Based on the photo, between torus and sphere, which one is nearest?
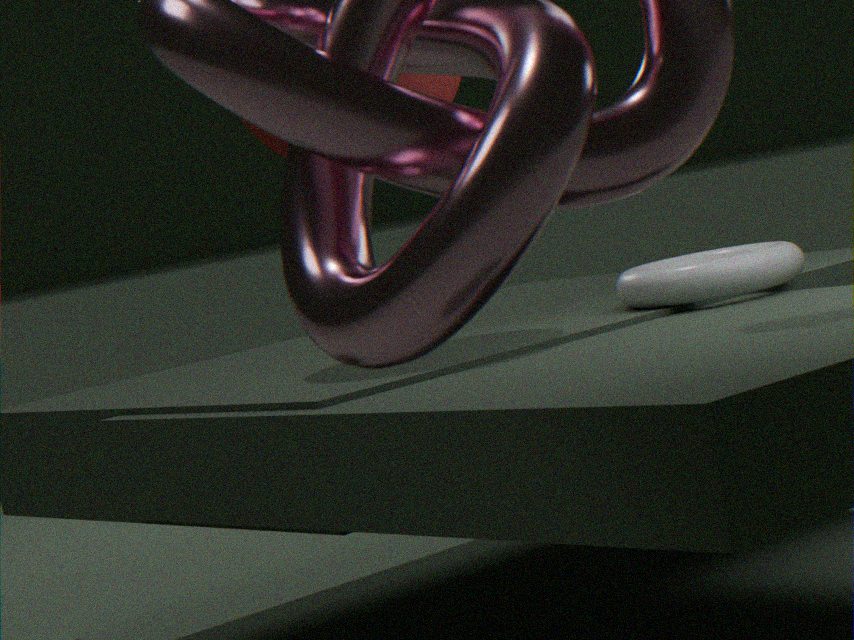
torus
